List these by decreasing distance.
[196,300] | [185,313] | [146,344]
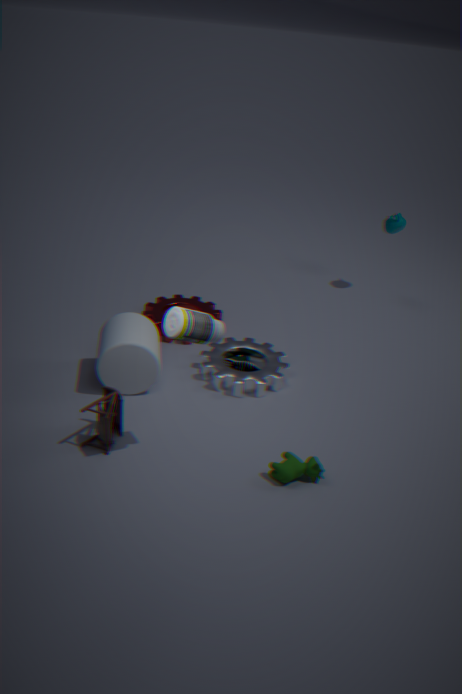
1. [196,300]
2. [146,344]
3. [185,313]
